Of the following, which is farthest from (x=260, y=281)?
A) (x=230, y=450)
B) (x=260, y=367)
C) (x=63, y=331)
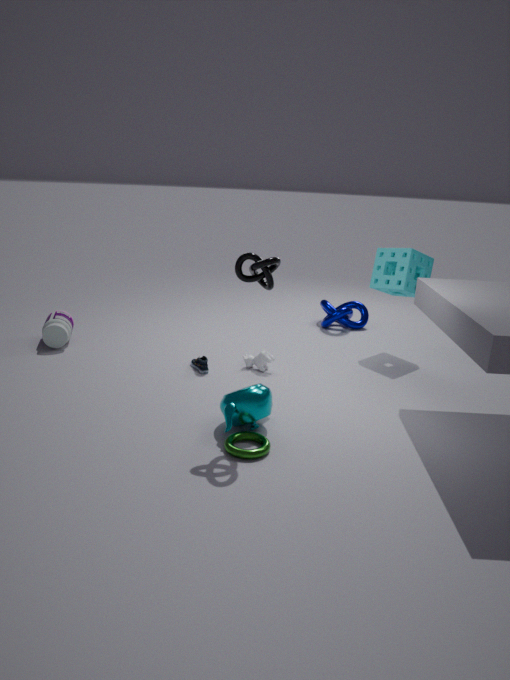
(x=63, y=331)
